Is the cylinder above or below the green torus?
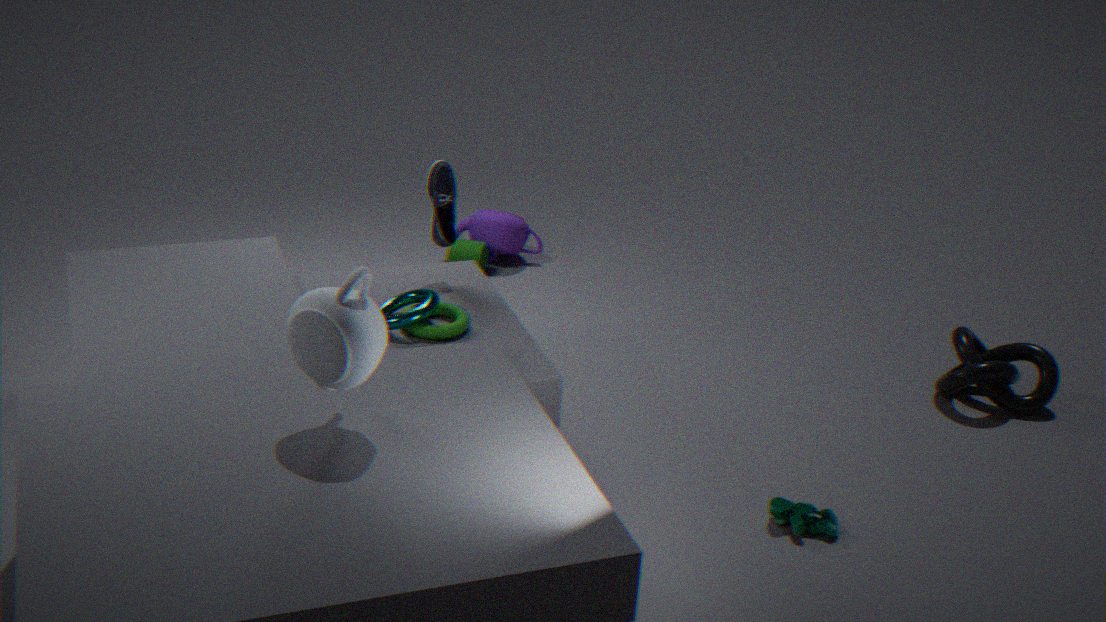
below
